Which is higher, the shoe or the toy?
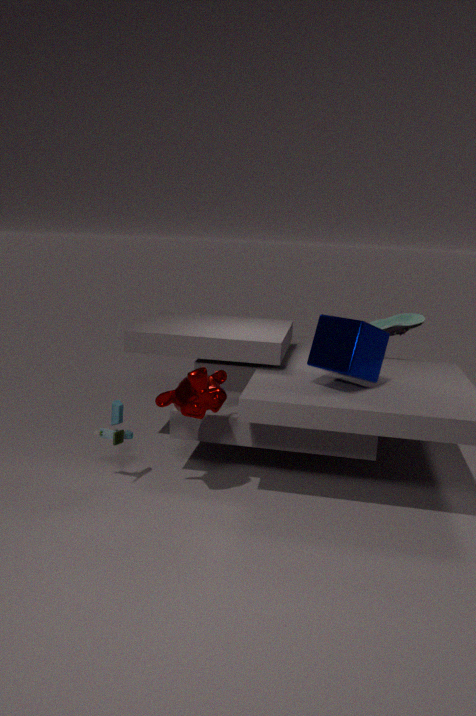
the shoe
